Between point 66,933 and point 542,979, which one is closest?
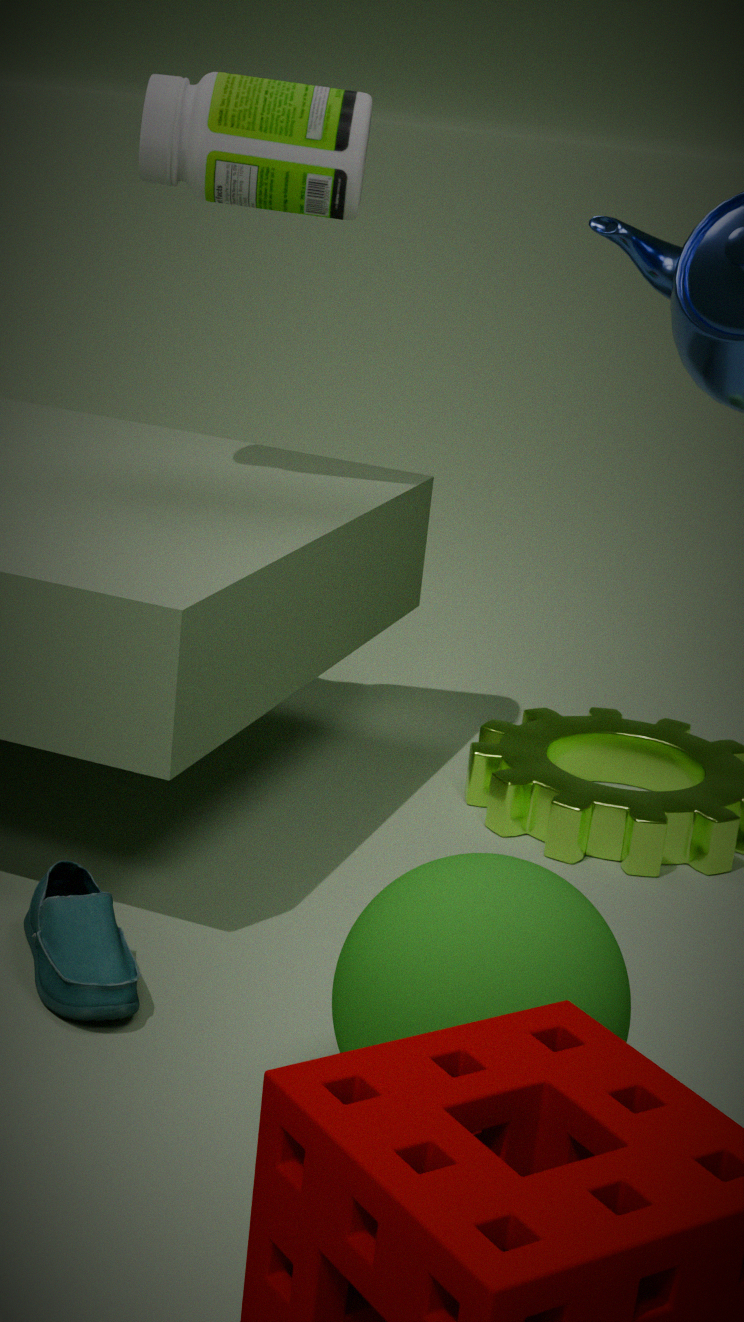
point 542,979
